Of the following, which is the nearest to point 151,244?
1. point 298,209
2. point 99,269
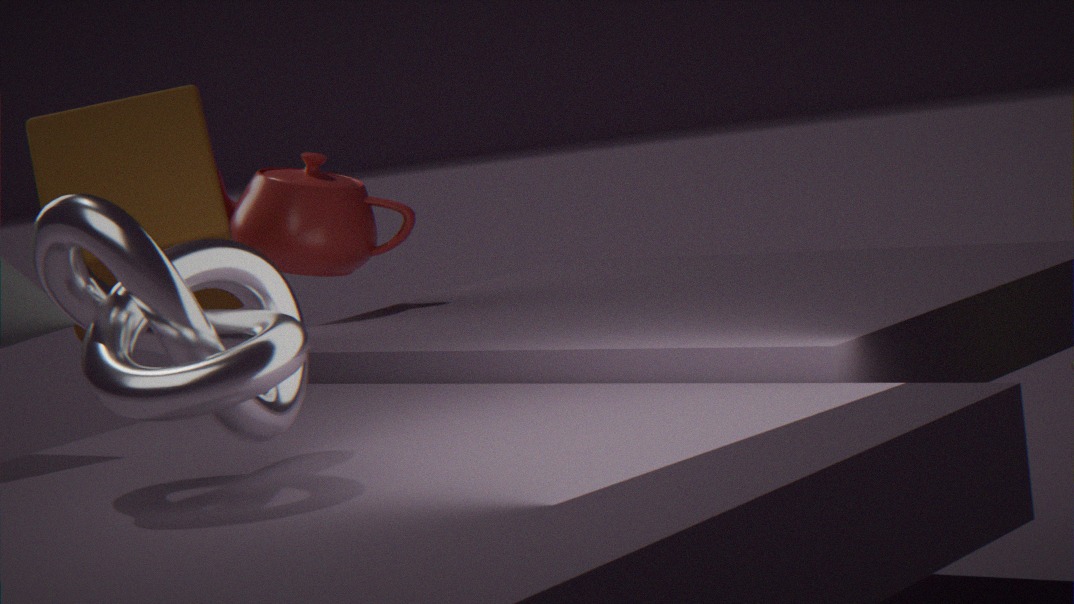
point 99,269
